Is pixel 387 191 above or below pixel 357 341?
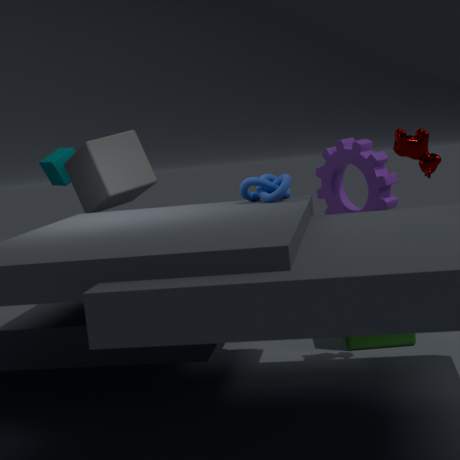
above
